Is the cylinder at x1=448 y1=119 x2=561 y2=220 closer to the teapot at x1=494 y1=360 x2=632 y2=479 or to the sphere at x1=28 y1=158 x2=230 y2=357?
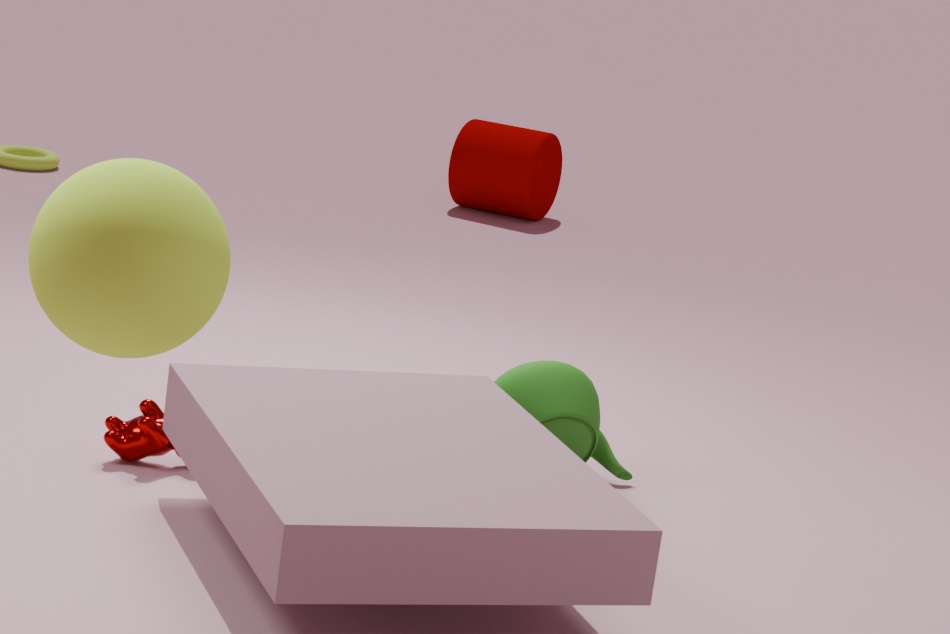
the teapot at x1=494 y1=360 x2=632 y2=479
